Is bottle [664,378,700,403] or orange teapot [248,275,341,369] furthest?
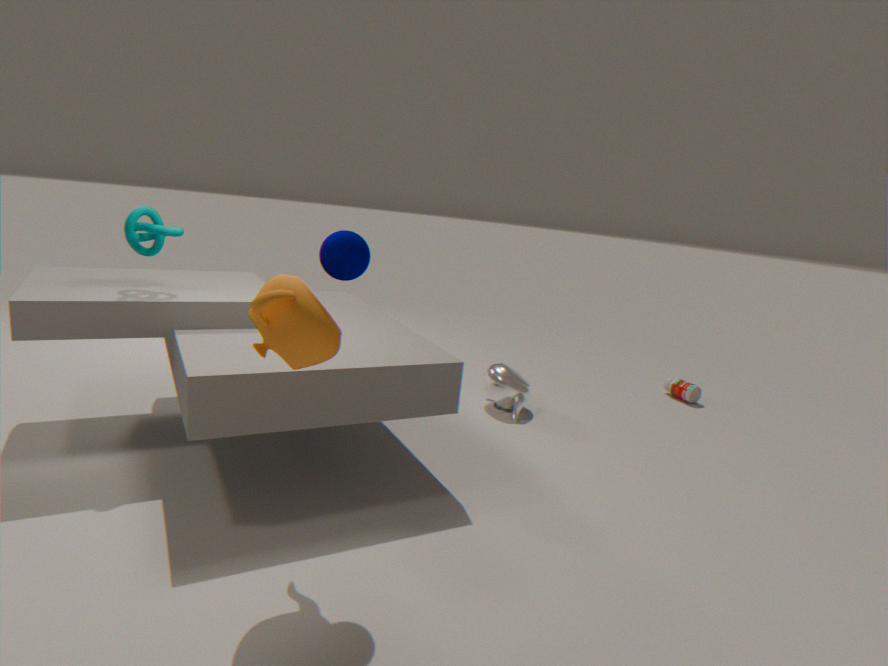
bottle [664,378,700,403]
